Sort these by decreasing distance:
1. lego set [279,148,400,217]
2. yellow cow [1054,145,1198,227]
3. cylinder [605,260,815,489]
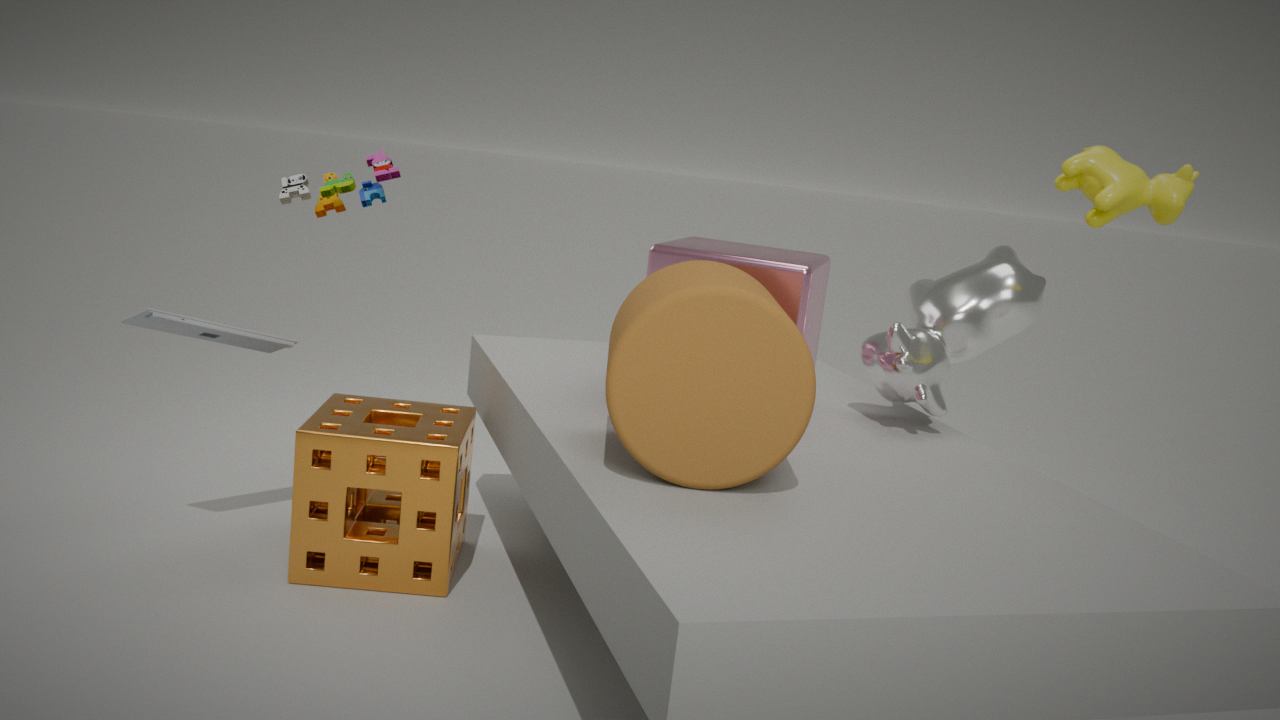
1. lego set [279,148,400,217]
2. yellow cow [1054,145,1198,227]
3. cylinder [605,260,815,489]
